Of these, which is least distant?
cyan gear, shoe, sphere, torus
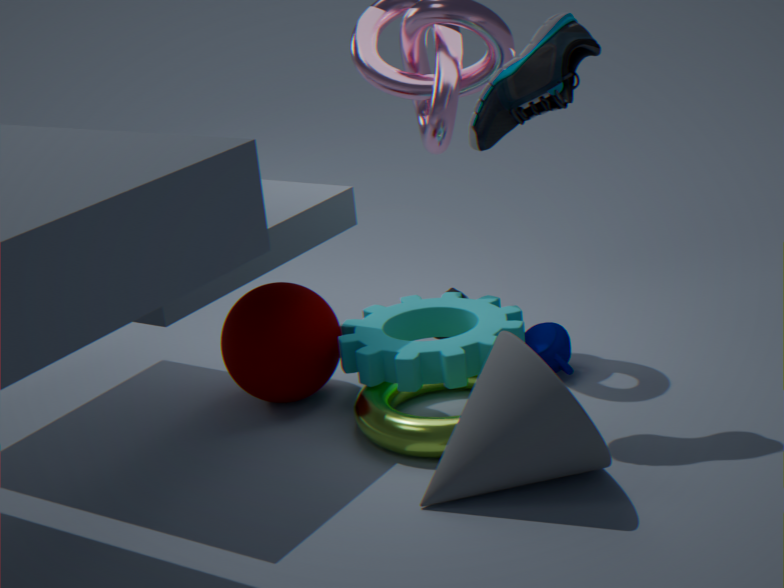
shoe
